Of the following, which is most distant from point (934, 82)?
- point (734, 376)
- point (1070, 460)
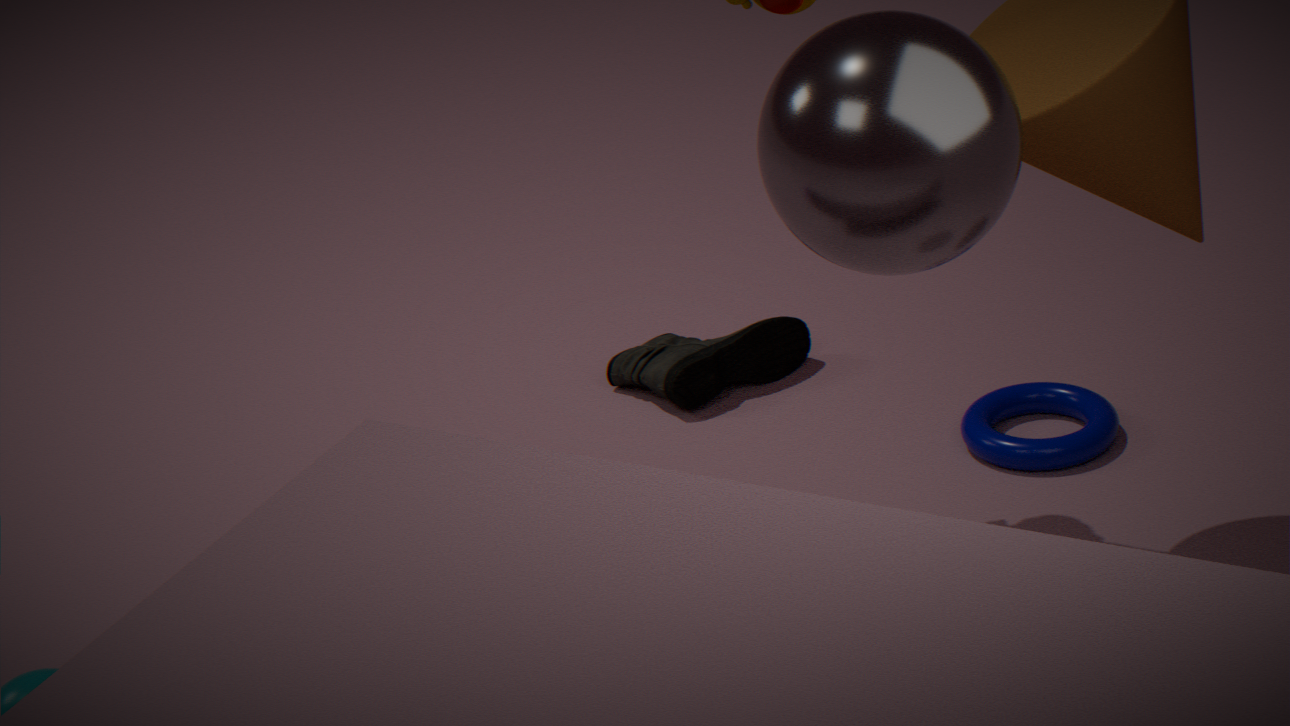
point (734, 376)
